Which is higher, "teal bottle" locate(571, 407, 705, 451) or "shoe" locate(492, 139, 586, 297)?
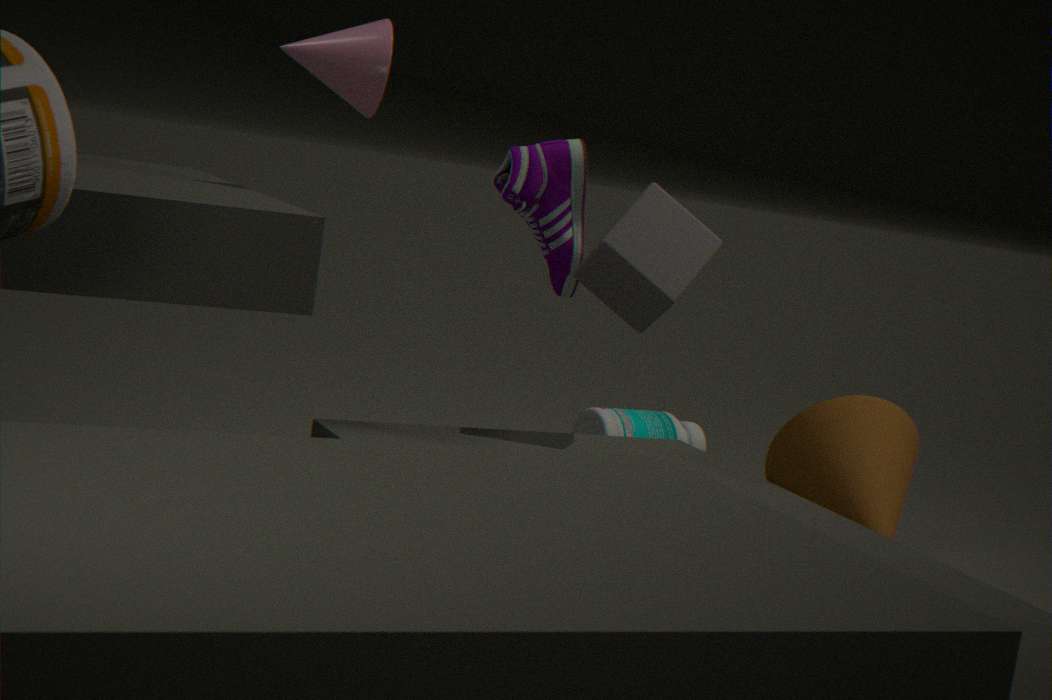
"shoe" locate(492, 139, 586, 297)
